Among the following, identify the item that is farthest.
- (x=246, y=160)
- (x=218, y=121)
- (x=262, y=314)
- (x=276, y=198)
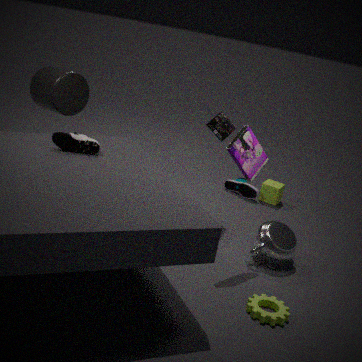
(x=276, y=198)
